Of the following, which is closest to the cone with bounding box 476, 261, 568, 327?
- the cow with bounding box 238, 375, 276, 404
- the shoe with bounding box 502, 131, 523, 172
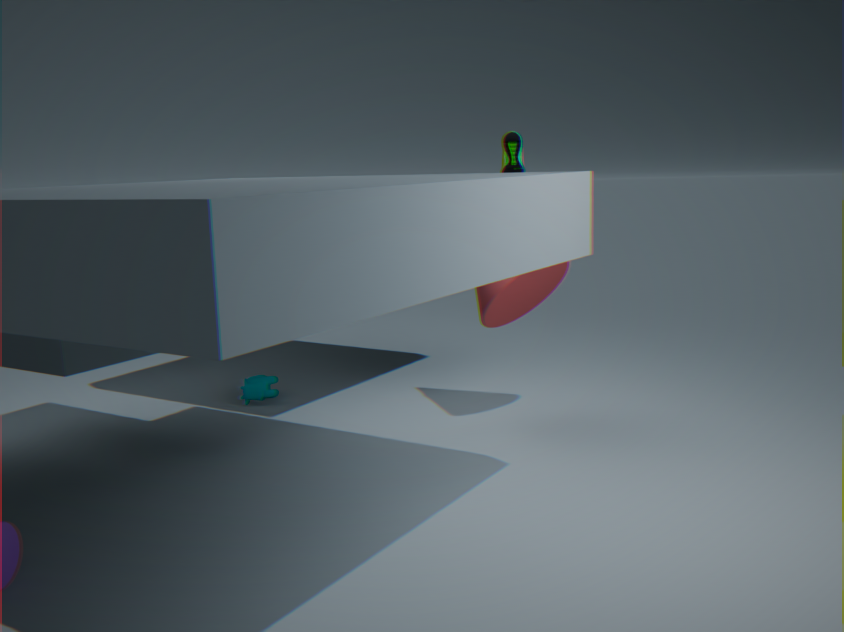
the shoe with bounding box 502, 131, 523, 172
